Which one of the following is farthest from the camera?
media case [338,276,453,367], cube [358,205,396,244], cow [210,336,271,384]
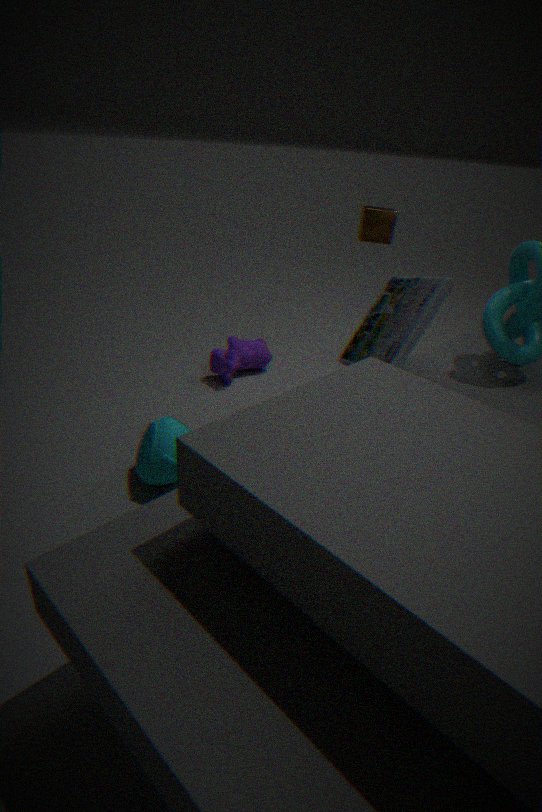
cow [210,336,271,384]
